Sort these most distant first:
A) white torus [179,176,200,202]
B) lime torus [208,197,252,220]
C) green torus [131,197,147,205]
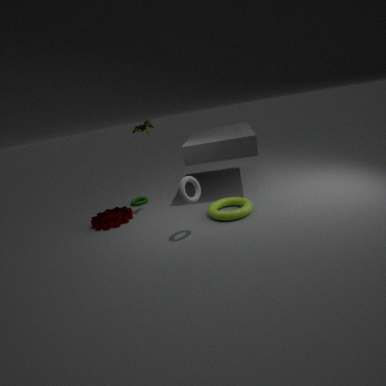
green torus [131,197,147,205], lime torus [208,197,252,220], white torus [179,176,200,202]
